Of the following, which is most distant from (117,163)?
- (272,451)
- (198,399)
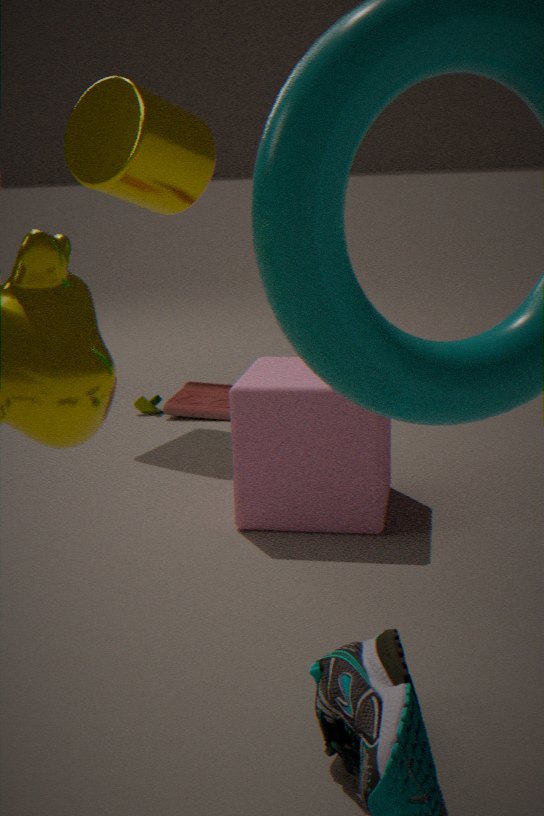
(272,451)
